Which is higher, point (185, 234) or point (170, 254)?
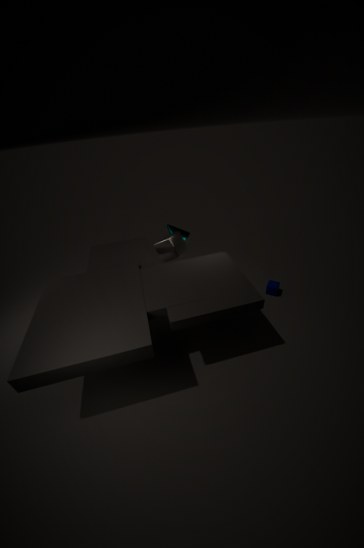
point (170, 254)
